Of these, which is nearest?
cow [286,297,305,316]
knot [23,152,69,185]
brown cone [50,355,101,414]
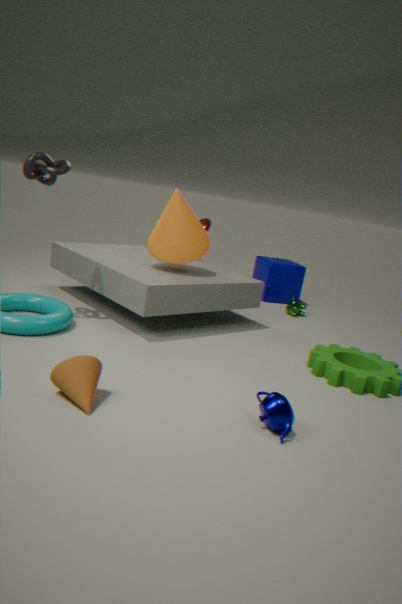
brown cone [50,355,101,414]
